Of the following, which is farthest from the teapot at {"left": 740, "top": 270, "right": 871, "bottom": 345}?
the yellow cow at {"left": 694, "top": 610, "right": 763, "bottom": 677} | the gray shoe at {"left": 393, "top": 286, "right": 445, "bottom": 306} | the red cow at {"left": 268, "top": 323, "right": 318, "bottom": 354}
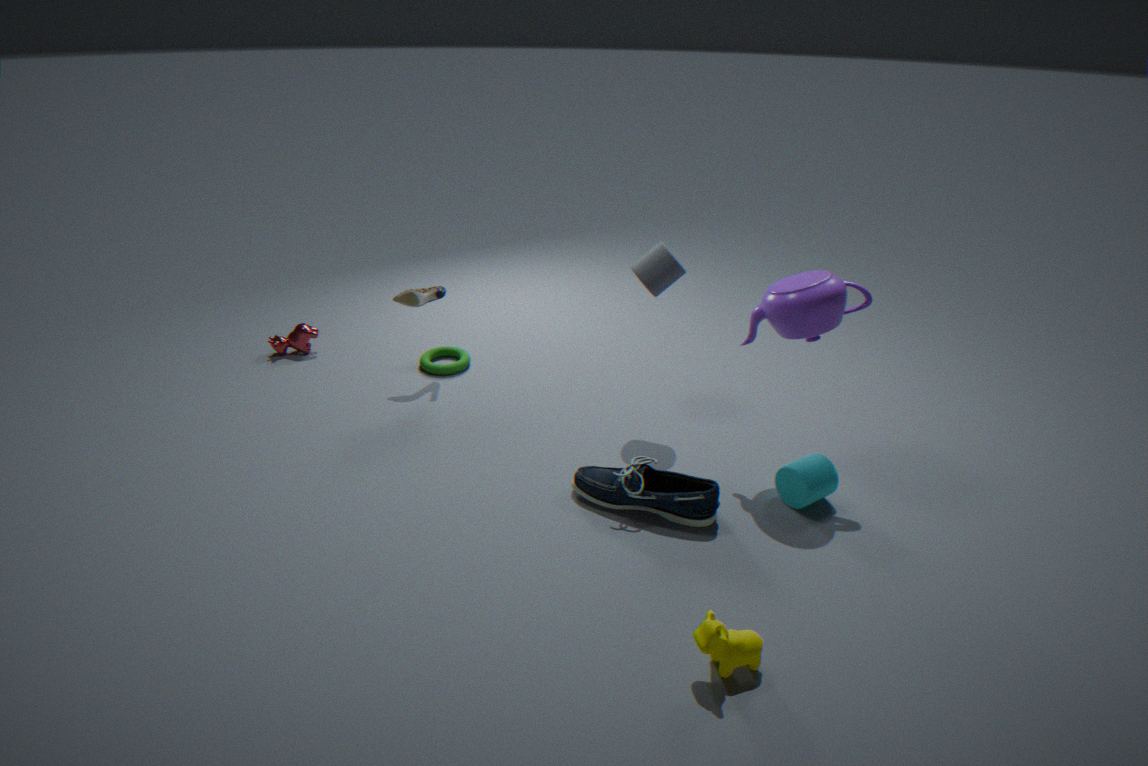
the red cow at {"left": 268, "top": 323, "right": 318, "bottom": 354}
